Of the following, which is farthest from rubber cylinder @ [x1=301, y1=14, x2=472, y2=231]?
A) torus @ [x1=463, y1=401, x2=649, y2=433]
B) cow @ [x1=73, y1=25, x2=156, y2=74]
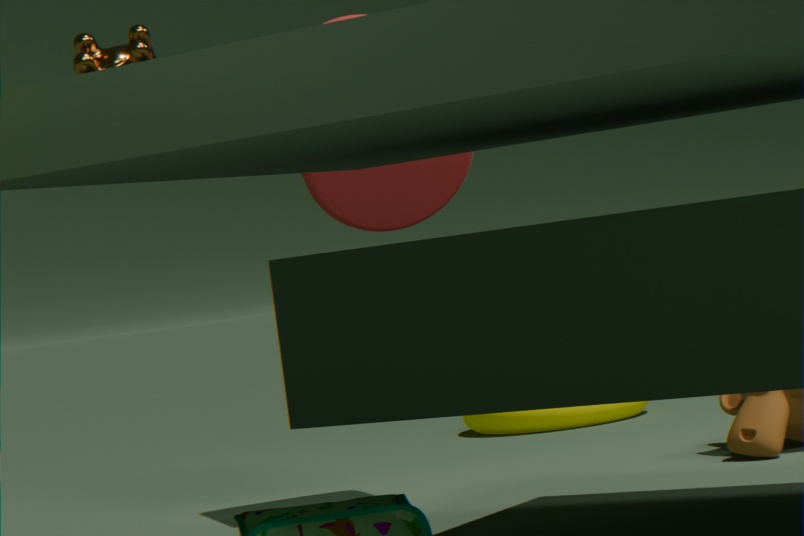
torus @ [x1=463, y1=401, x2=649, y2=433]
